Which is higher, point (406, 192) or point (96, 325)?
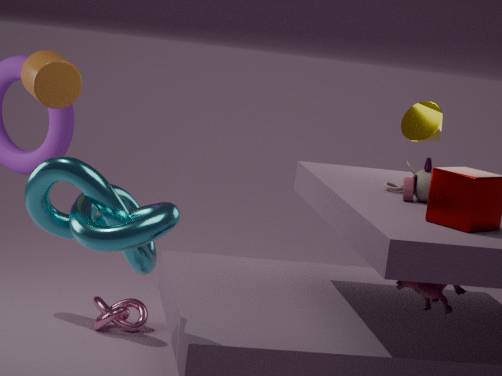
point (406, 192)
